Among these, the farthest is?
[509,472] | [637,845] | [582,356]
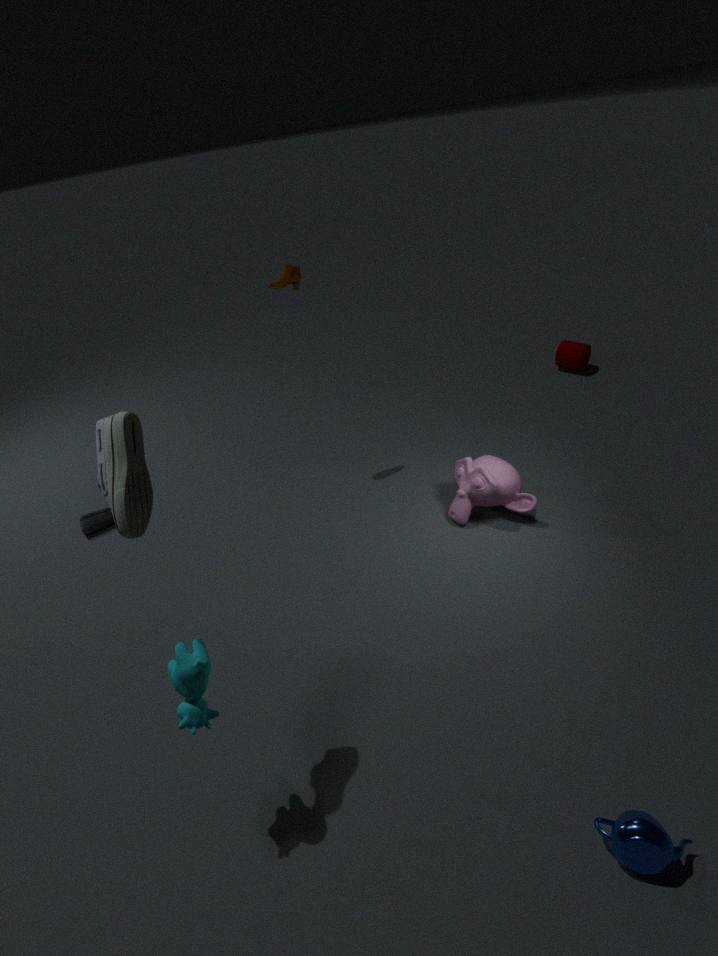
[582,356]
